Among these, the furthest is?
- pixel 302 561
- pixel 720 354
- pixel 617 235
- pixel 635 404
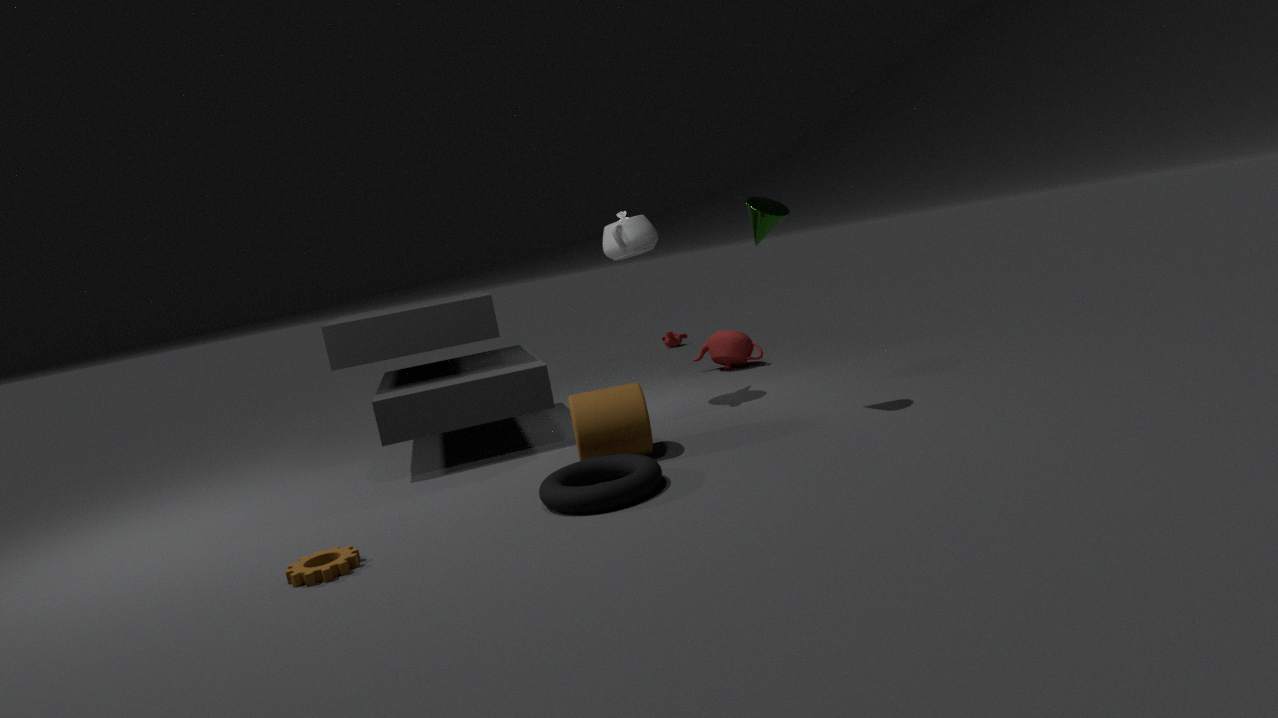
pixel 720 354
